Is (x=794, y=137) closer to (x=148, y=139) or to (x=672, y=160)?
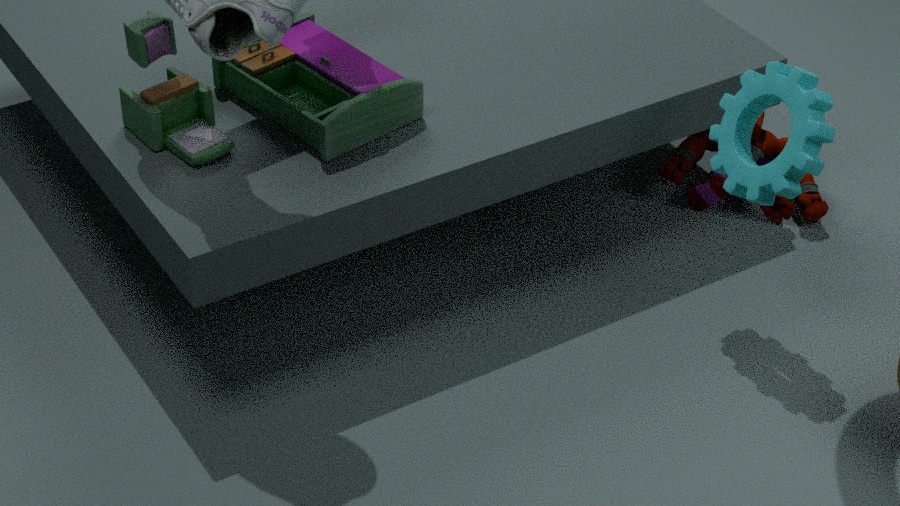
(x=672, y=160)
